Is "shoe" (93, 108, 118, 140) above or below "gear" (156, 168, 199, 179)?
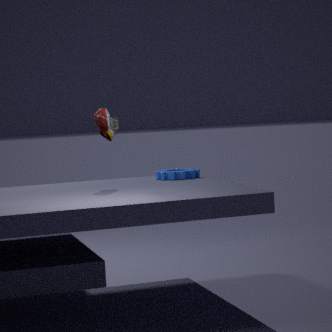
above
